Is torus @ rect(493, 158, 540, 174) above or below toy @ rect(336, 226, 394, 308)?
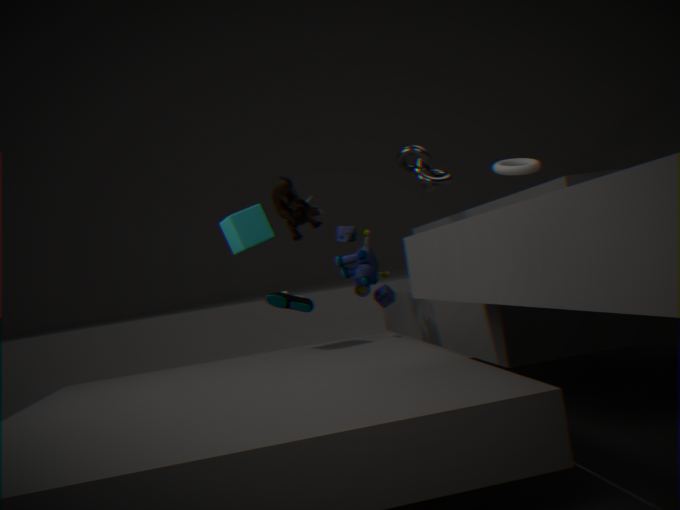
above
